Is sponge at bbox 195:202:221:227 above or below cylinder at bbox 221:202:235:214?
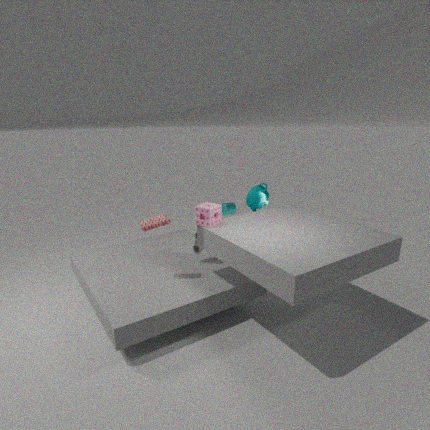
above
